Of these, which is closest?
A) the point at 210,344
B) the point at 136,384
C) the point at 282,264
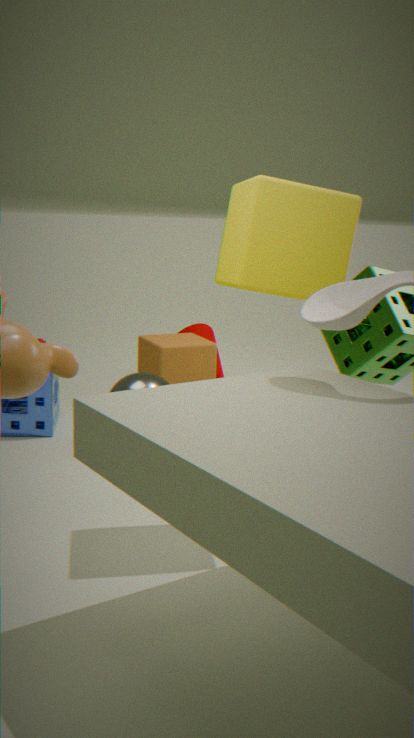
the point at 282,264
